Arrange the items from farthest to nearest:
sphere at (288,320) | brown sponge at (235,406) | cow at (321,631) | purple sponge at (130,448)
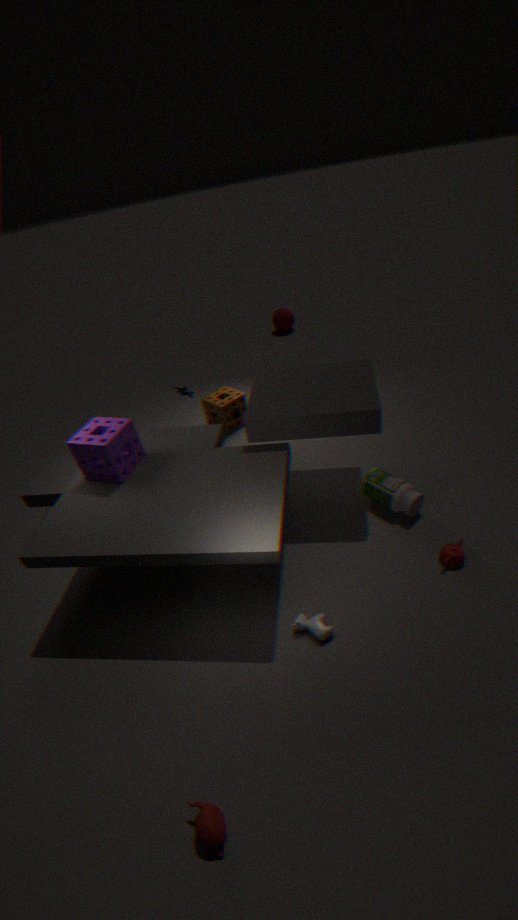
sphere at (288,320) < brown sponge at (235,406) < purple sponge at (130,448) < cow at (321,631)
